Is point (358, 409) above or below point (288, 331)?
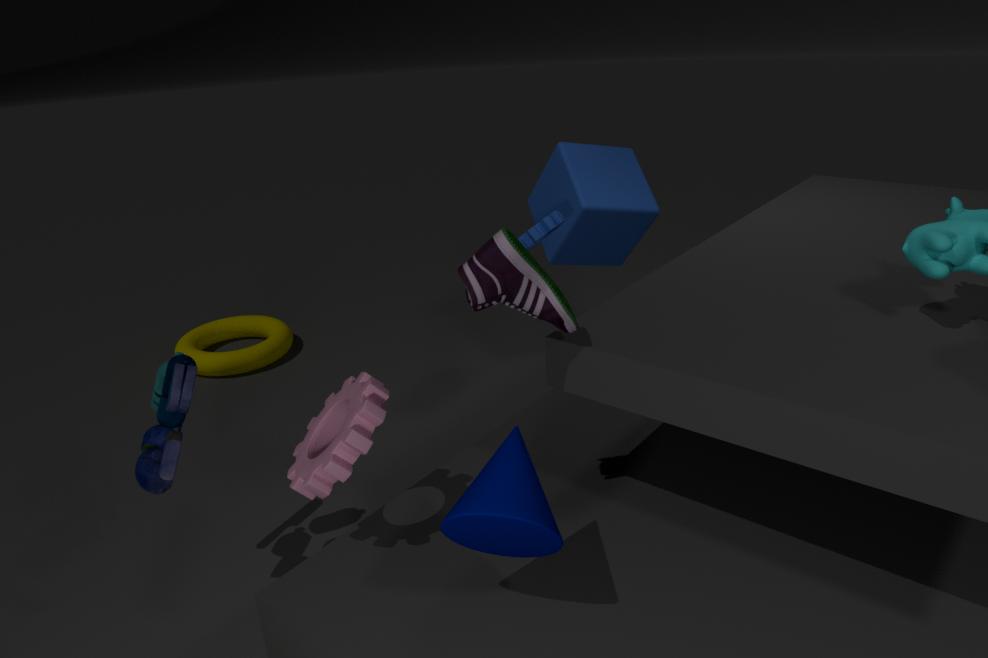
above
